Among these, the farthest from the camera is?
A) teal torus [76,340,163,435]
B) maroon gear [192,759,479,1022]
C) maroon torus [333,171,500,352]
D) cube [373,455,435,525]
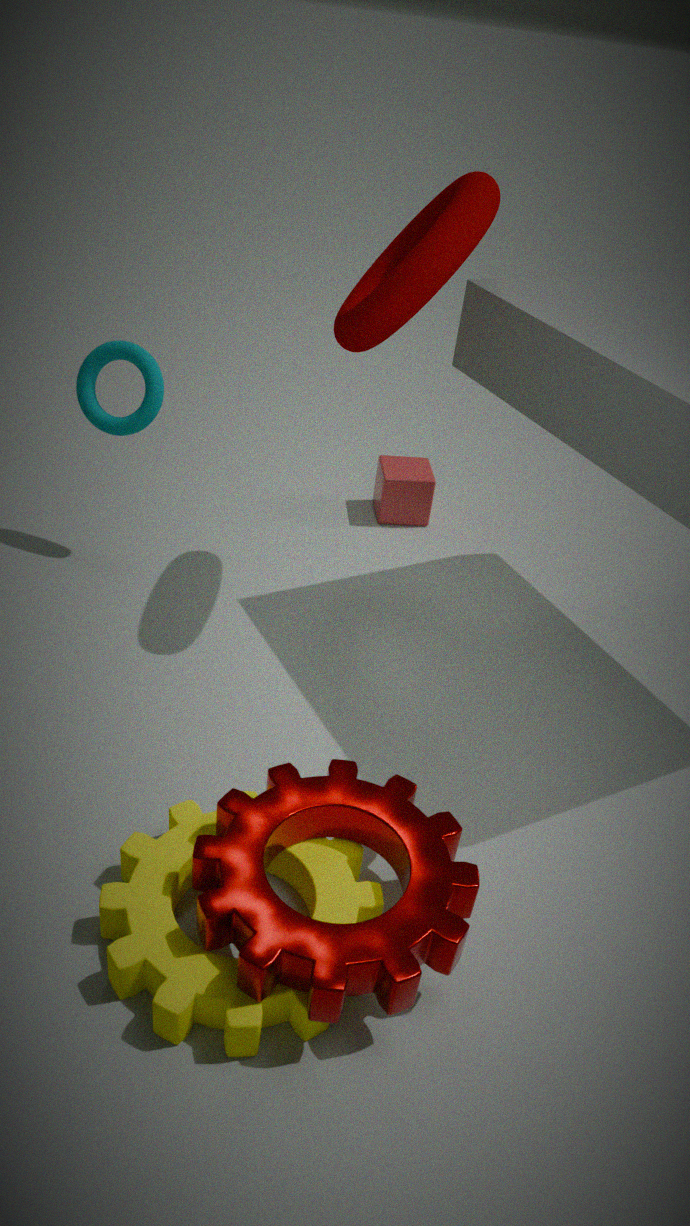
cube [373,455,435,525]
